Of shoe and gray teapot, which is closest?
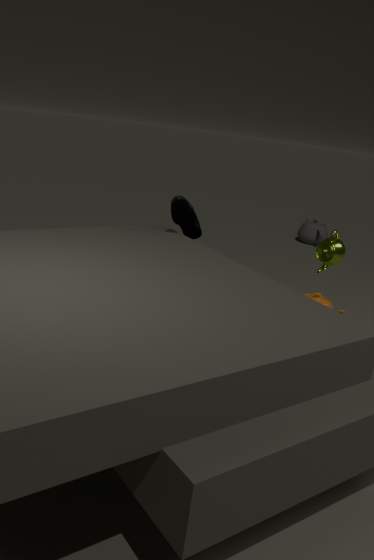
shoe
